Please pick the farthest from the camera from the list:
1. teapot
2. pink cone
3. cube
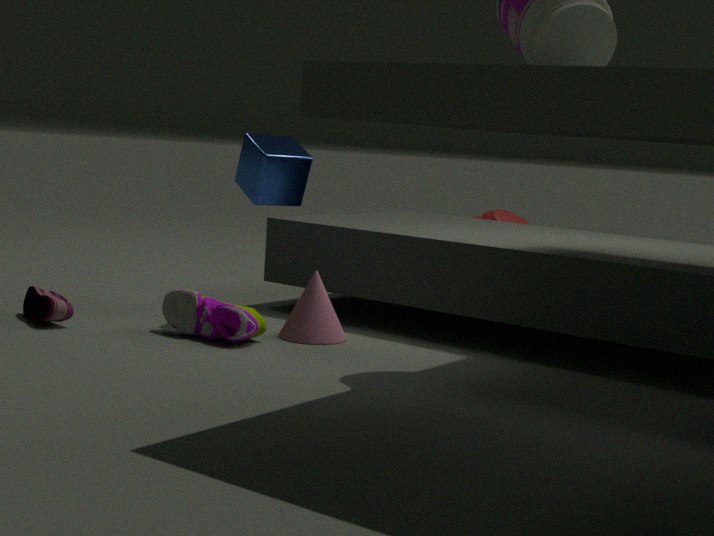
teapot
